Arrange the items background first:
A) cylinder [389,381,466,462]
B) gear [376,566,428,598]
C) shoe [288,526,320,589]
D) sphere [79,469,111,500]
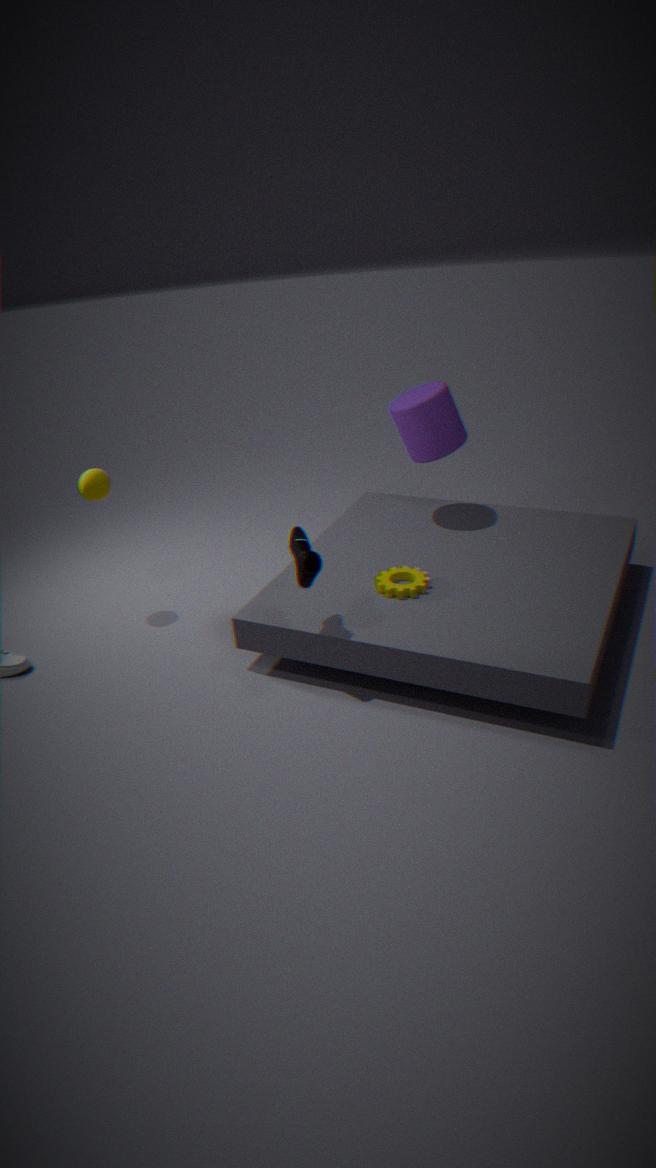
cylinder [389,381,466,462] < sphere [79,469,111,500] < gear [376,566,428,598] < shoe [288,526,320,589]
